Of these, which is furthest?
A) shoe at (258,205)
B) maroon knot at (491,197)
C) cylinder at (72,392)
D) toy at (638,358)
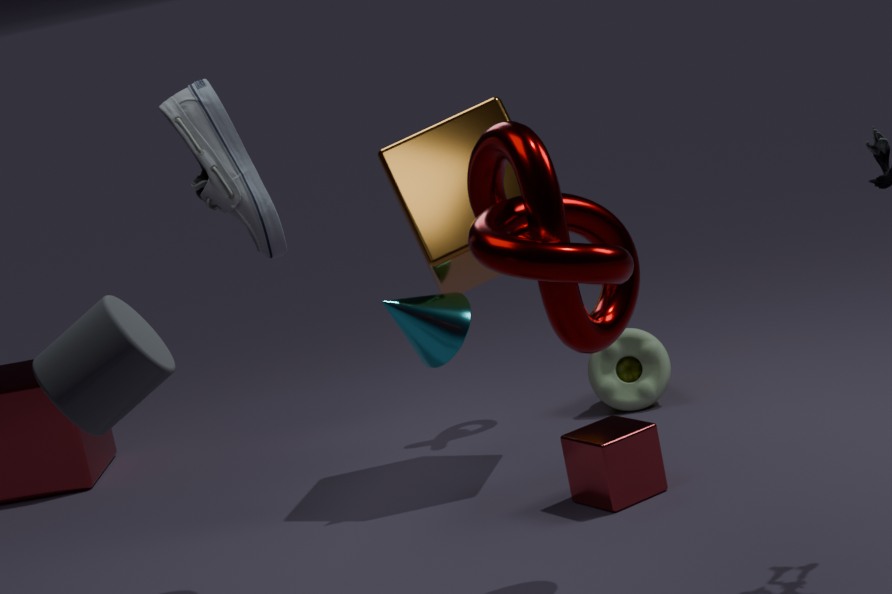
toy at (638,358)
